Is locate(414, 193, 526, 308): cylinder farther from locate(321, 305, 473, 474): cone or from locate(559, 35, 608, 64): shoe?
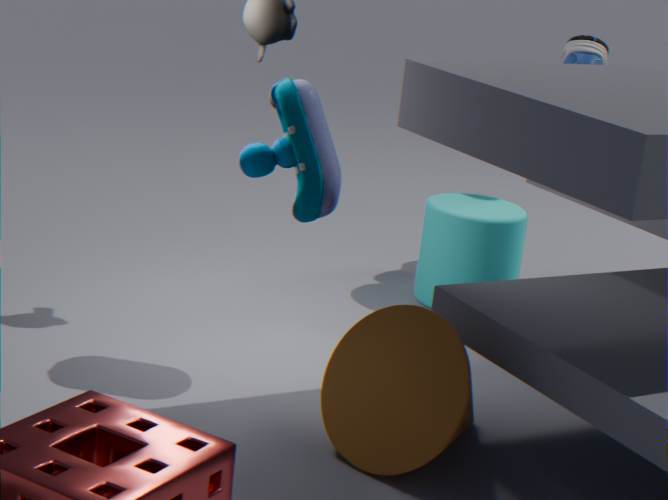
locate(321, 305, 473, 474): cone
